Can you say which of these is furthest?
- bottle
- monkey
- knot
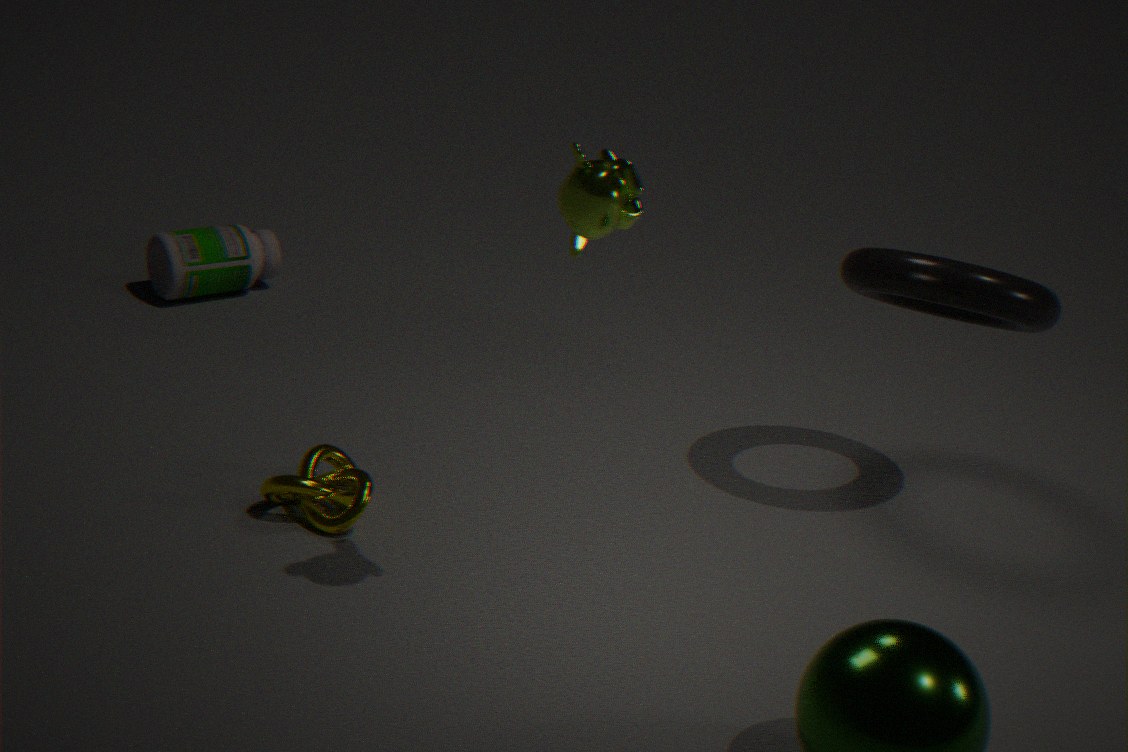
bottle
